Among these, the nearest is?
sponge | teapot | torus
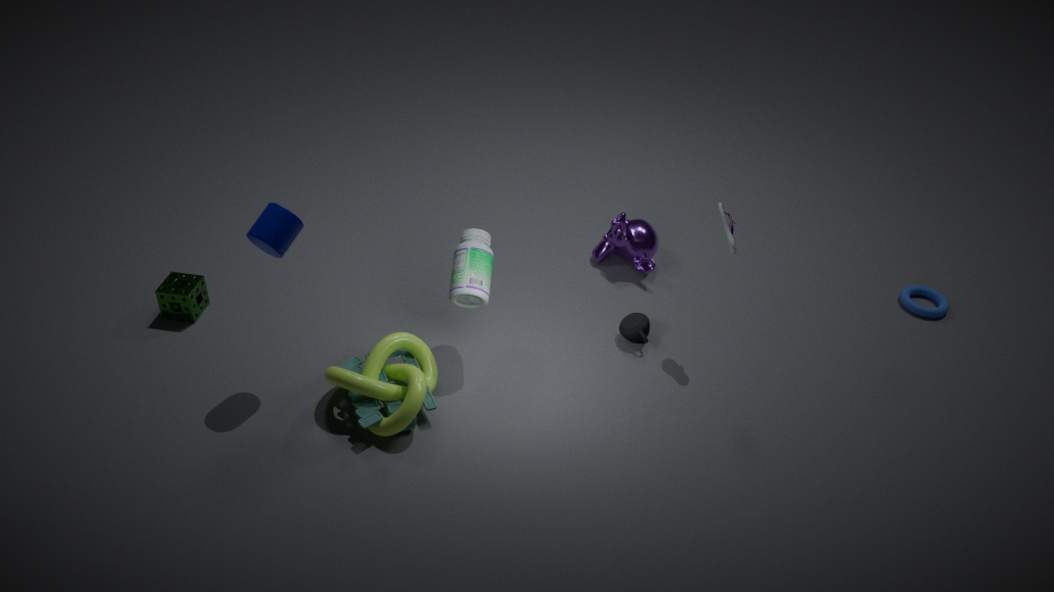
sponge
